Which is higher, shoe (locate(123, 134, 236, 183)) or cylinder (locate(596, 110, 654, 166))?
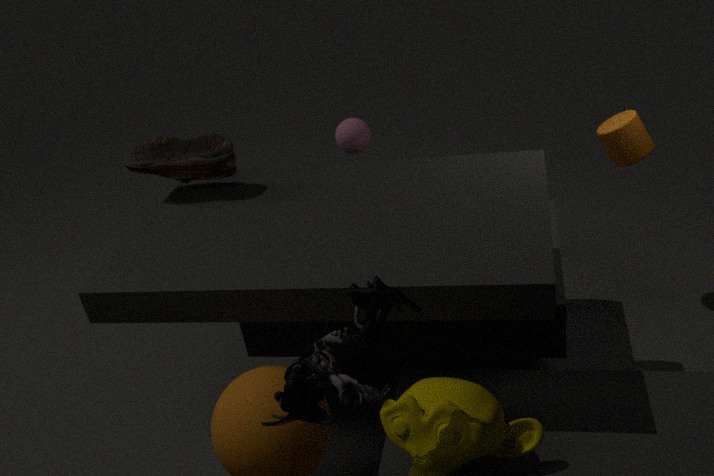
shoe (locate(123, 134, 236, 183))
